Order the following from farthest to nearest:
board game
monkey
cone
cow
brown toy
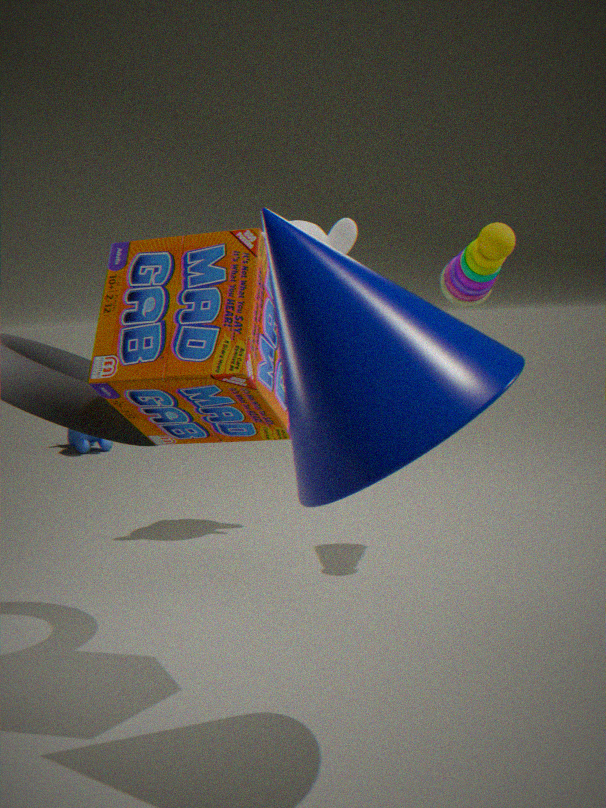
1. cow
2. monkey
3. brown toy
4. board game
5. cone
